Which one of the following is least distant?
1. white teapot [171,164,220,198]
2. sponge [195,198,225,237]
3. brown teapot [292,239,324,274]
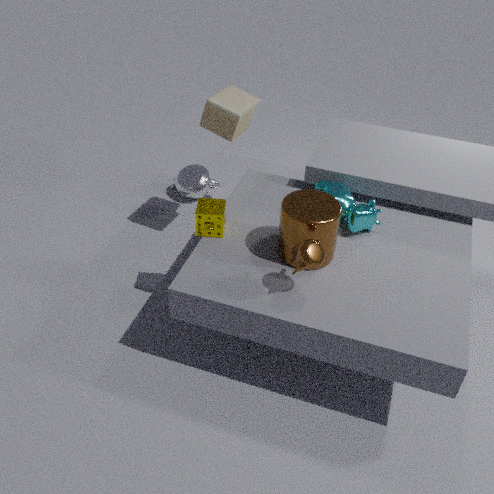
brown teapot [292,239,324,274]
